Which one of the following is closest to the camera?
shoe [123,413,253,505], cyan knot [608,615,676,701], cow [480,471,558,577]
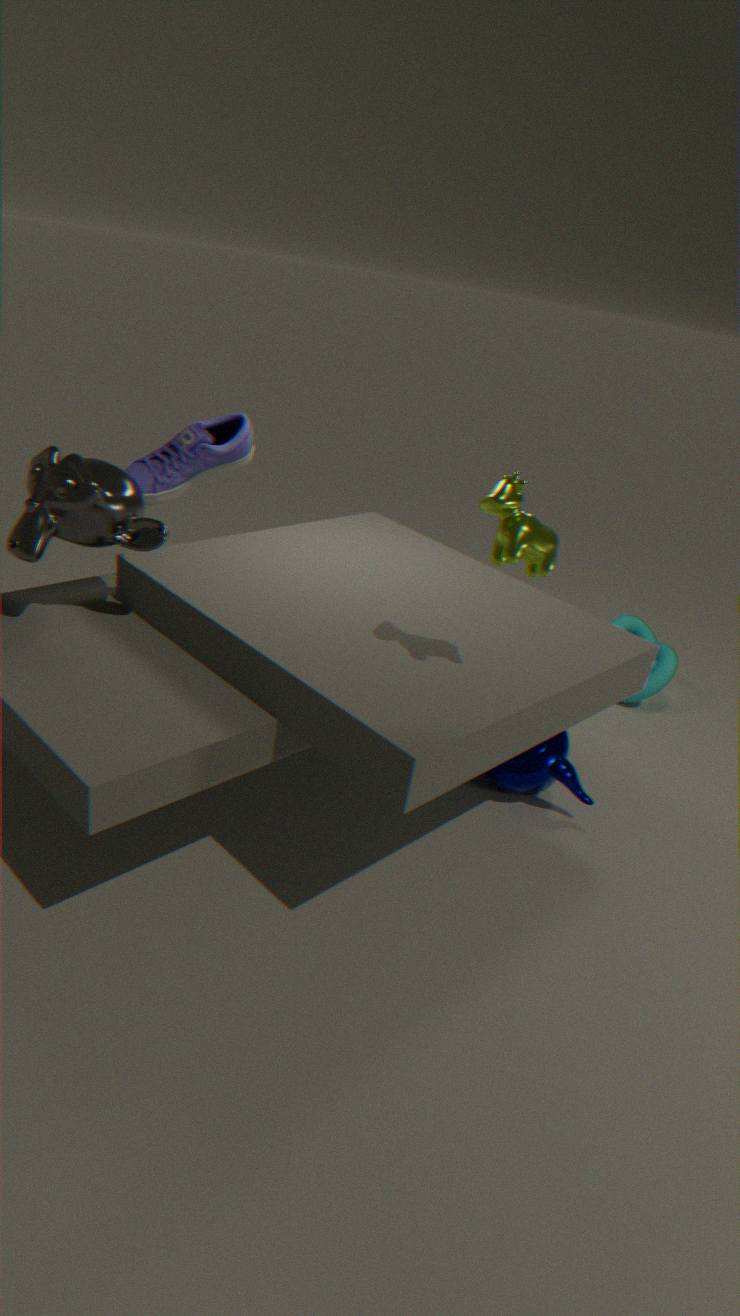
cow [480,471,558,577]
